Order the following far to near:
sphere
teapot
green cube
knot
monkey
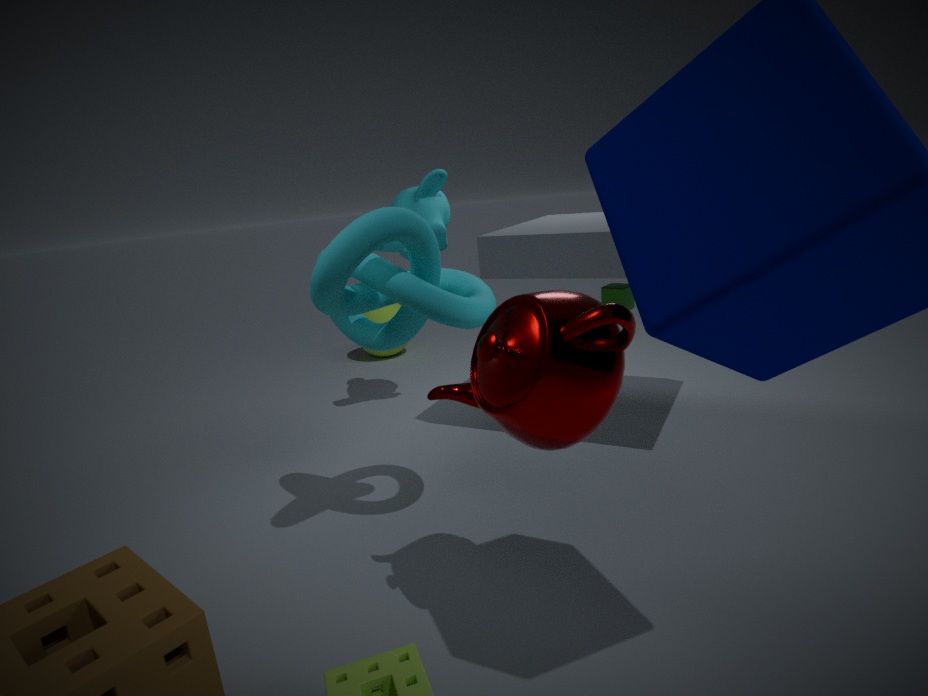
1. green cube
2. sphere
3. monkey
4. knot
5. teapot
